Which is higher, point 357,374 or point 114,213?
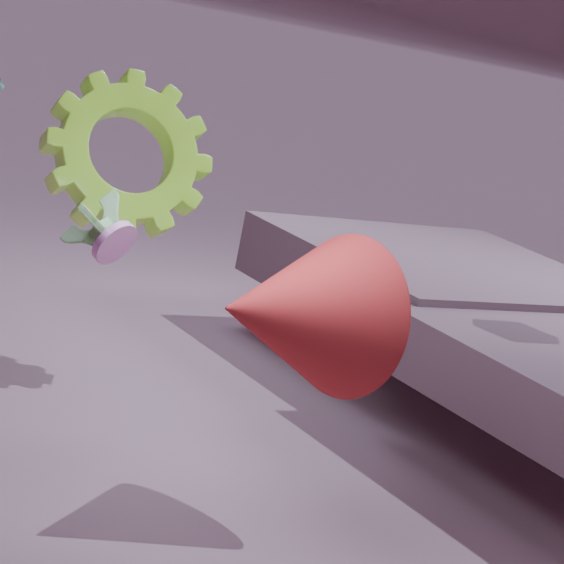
point 114,213
